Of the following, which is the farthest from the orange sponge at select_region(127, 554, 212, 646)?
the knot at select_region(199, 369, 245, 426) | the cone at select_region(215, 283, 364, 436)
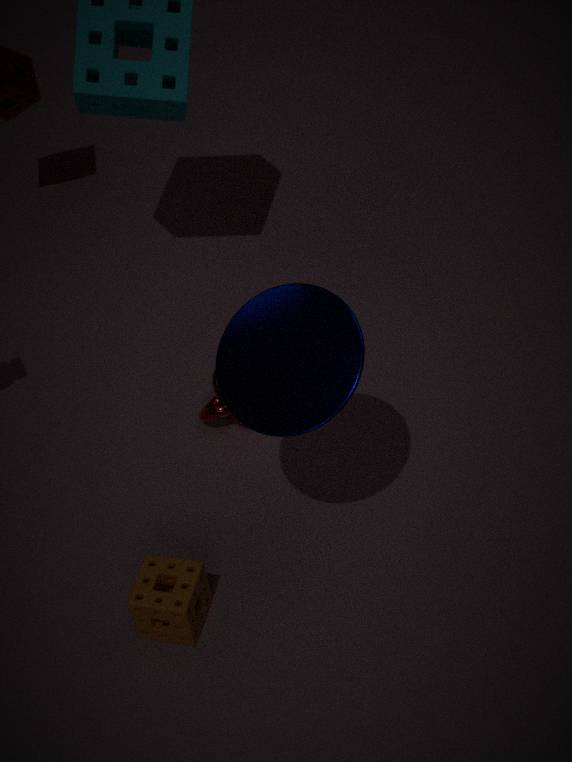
the knot at select_region(199, 369, 245, 426)
